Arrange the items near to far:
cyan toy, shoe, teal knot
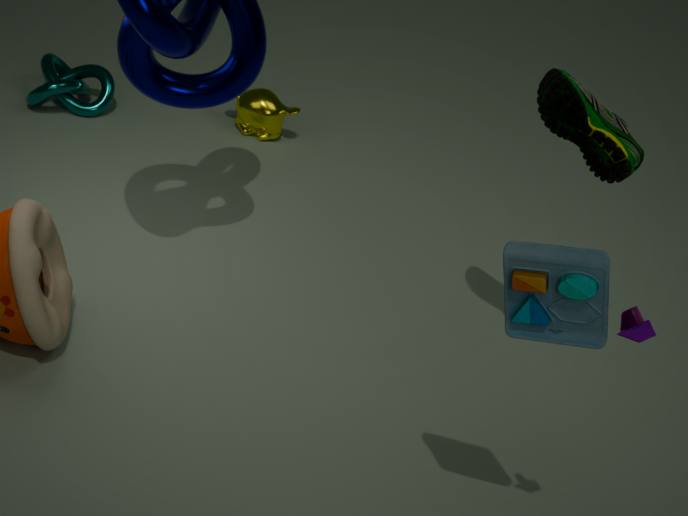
cyan toy → shoe → teal knot
